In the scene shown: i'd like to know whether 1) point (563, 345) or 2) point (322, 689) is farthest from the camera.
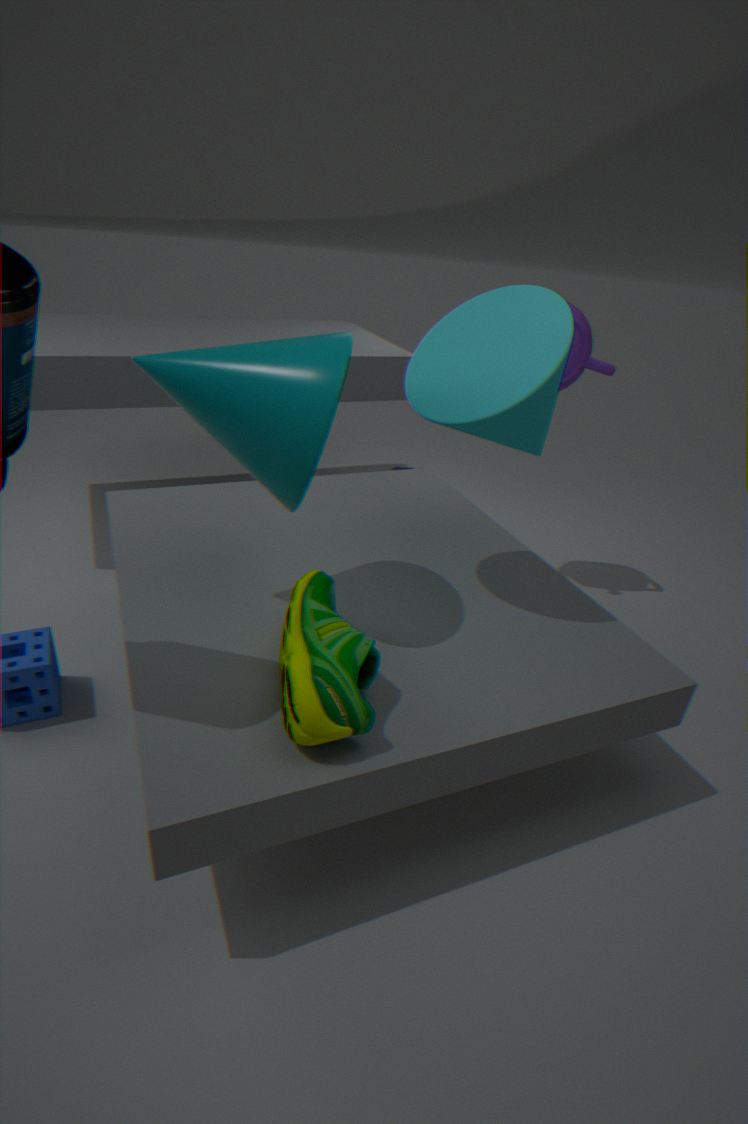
1. point (563, 345)
